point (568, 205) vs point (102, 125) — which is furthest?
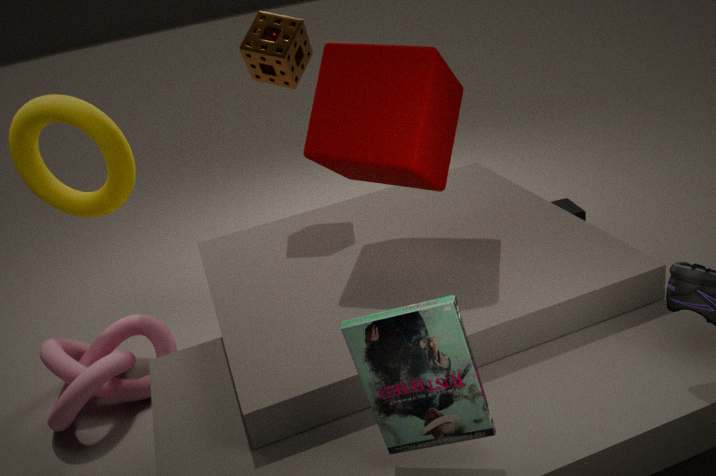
point (568, 205)
